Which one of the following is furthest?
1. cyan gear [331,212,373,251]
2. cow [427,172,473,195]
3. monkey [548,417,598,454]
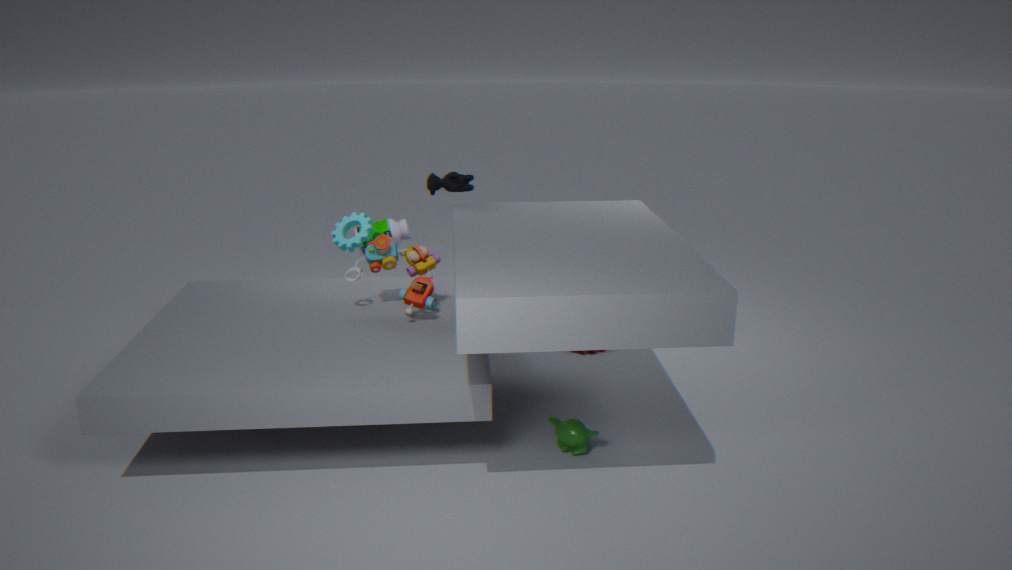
cyan gear [331,212,373,251]
